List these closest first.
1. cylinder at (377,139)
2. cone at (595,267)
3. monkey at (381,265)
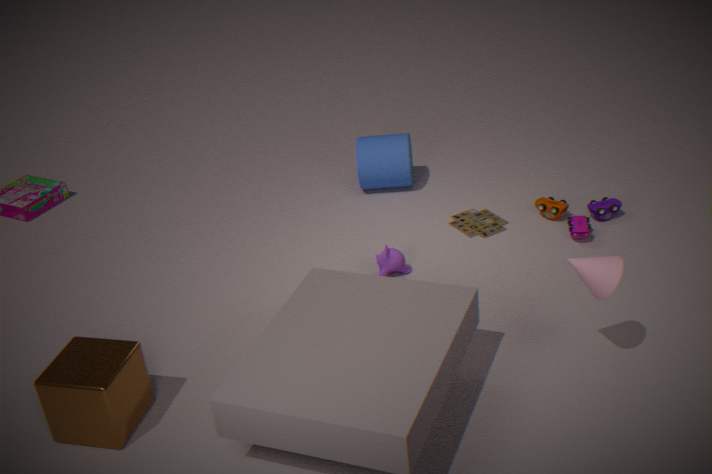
1. cone at (595,267)
2. monkey at (381,265)
3. cylinder at (377,139)
